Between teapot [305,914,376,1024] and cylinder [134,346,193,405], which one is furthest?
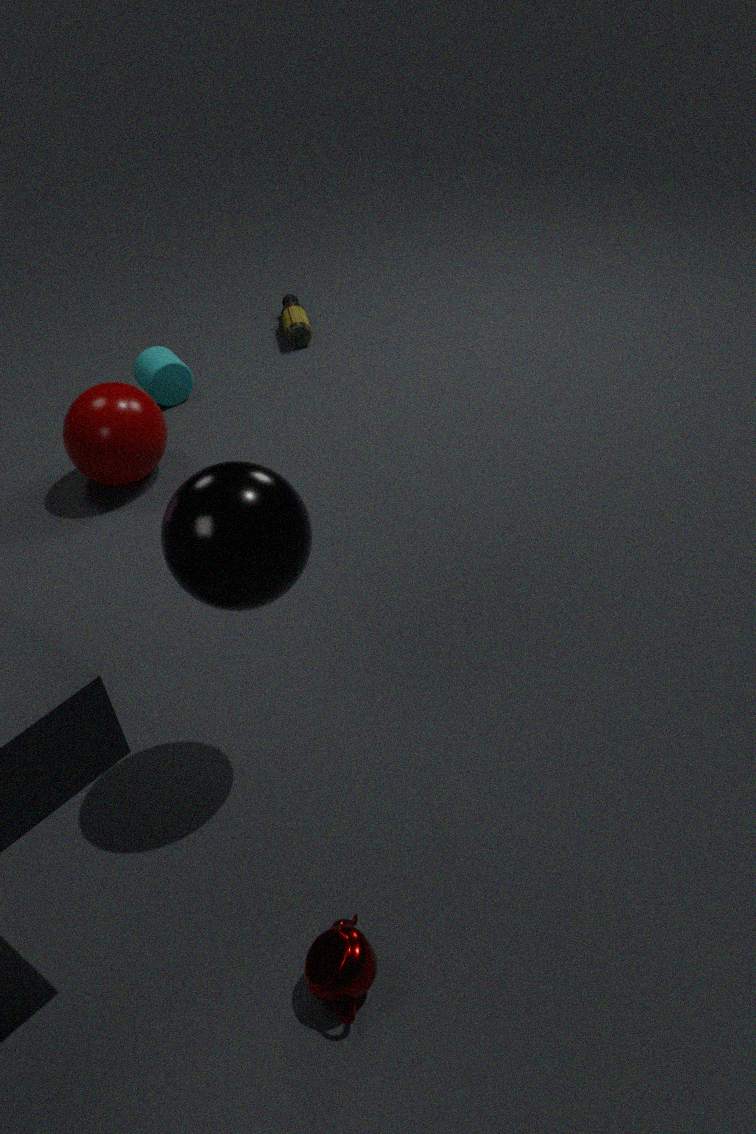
cylinder [134,346,193,405]
